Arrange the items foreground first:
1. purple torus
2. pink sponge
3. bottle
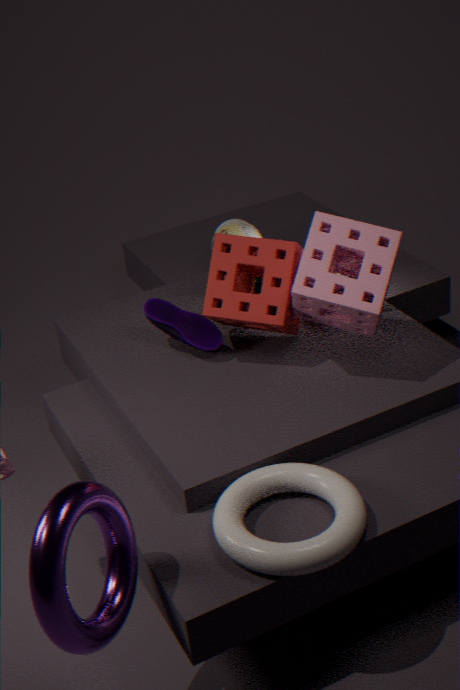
purple torus → pink sponge → bottle
